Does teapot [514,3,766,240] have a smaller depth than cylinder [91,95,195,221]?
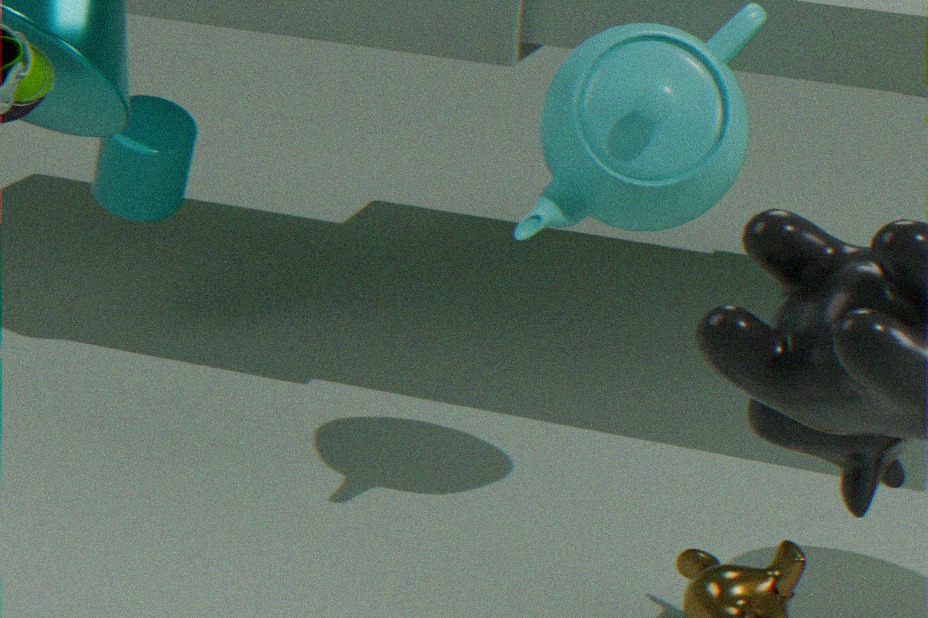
Yes
